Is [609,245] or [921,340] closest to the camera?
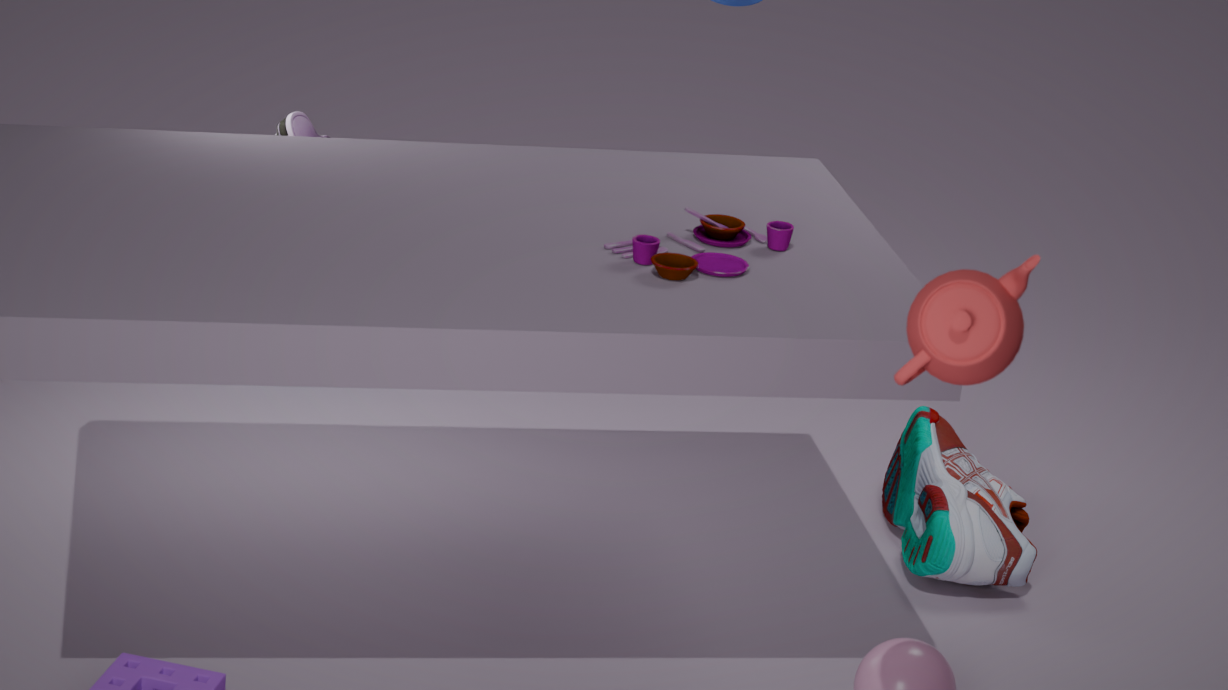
[921,340]
